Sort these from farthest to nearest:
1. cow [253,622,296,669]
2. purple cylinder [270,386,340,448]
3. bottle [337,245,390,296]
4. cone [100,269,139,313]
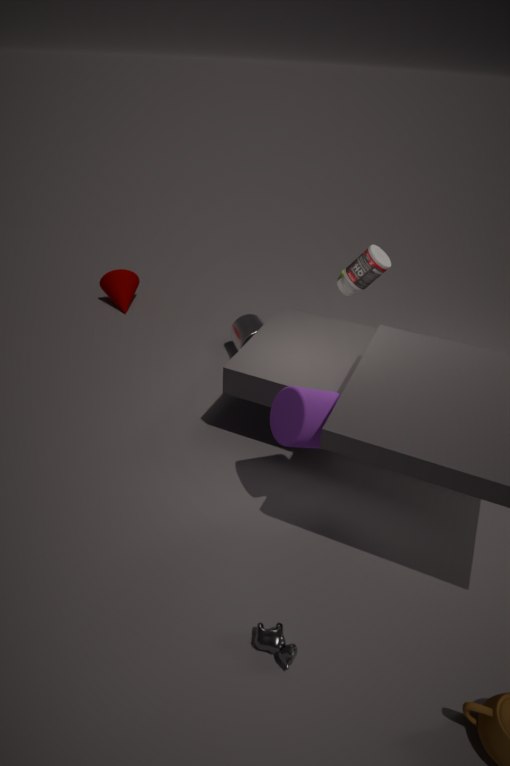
1. cone [100,269,139,313]
2. bottle [337,245,390,296]
3. purple cylinder [270,386,340,448]
4. cow [253,622,296,669]
